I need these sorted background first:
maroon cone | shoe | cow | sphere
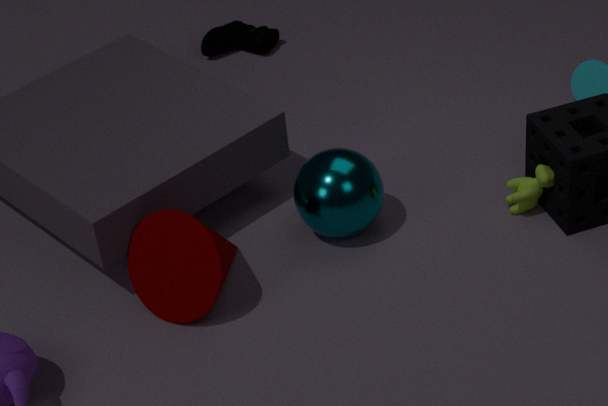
shoe → cow → sphere → maroon cone
